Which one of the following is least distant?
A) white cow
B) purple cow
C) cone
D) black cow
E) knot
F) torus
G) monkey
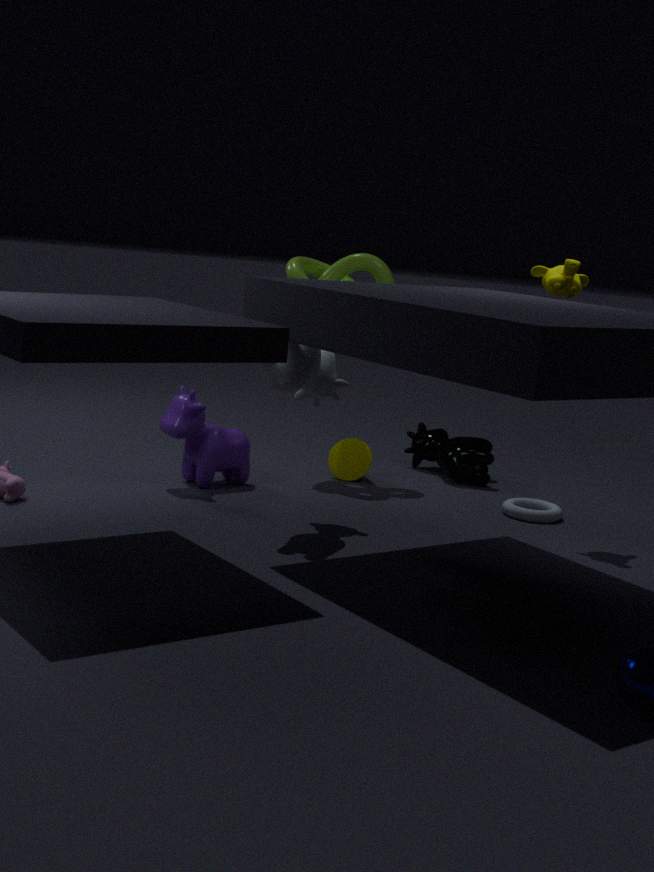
white cow
